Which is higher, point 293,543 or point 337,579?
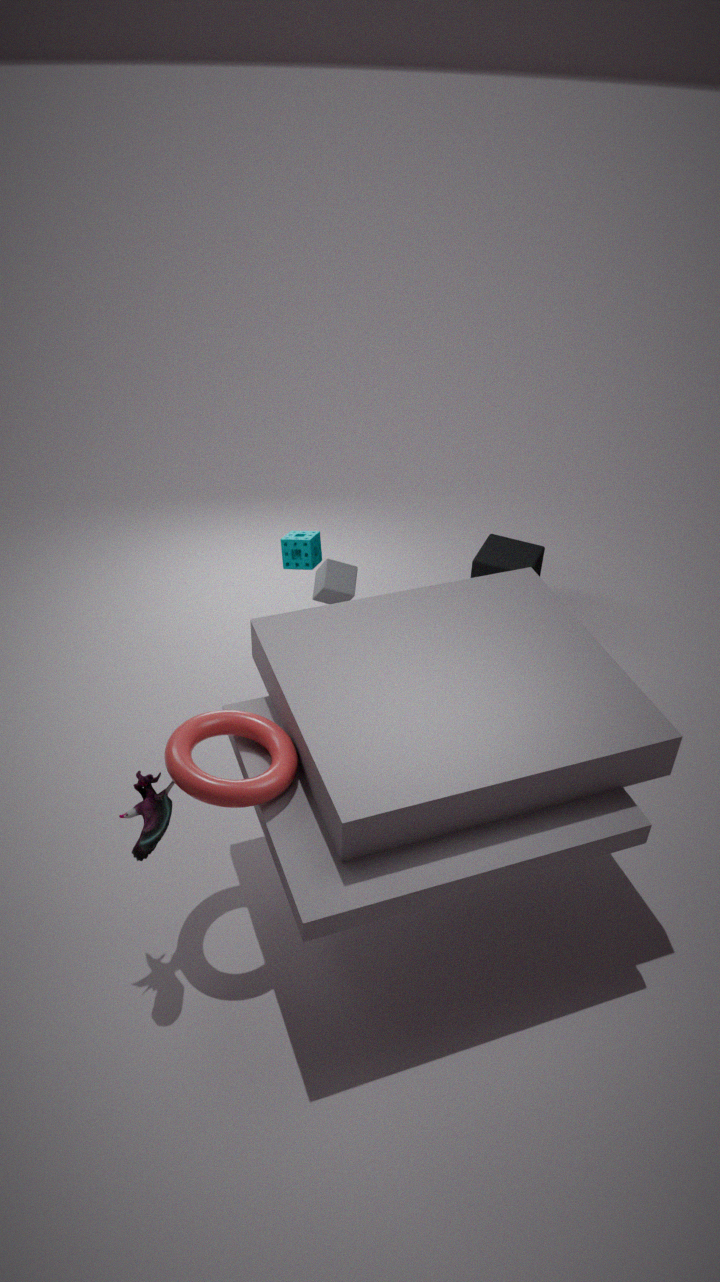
point 337,579
